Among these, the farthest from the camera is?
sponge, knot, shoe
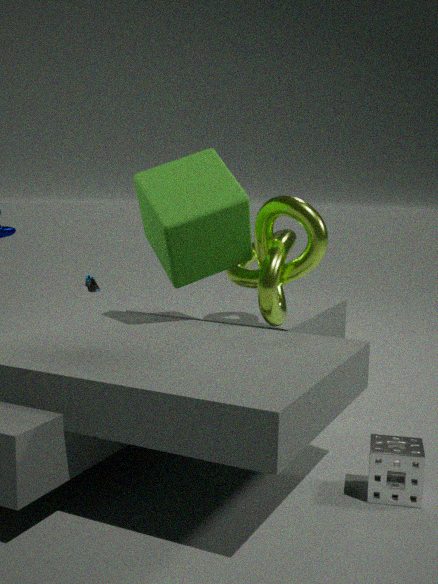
shoe
